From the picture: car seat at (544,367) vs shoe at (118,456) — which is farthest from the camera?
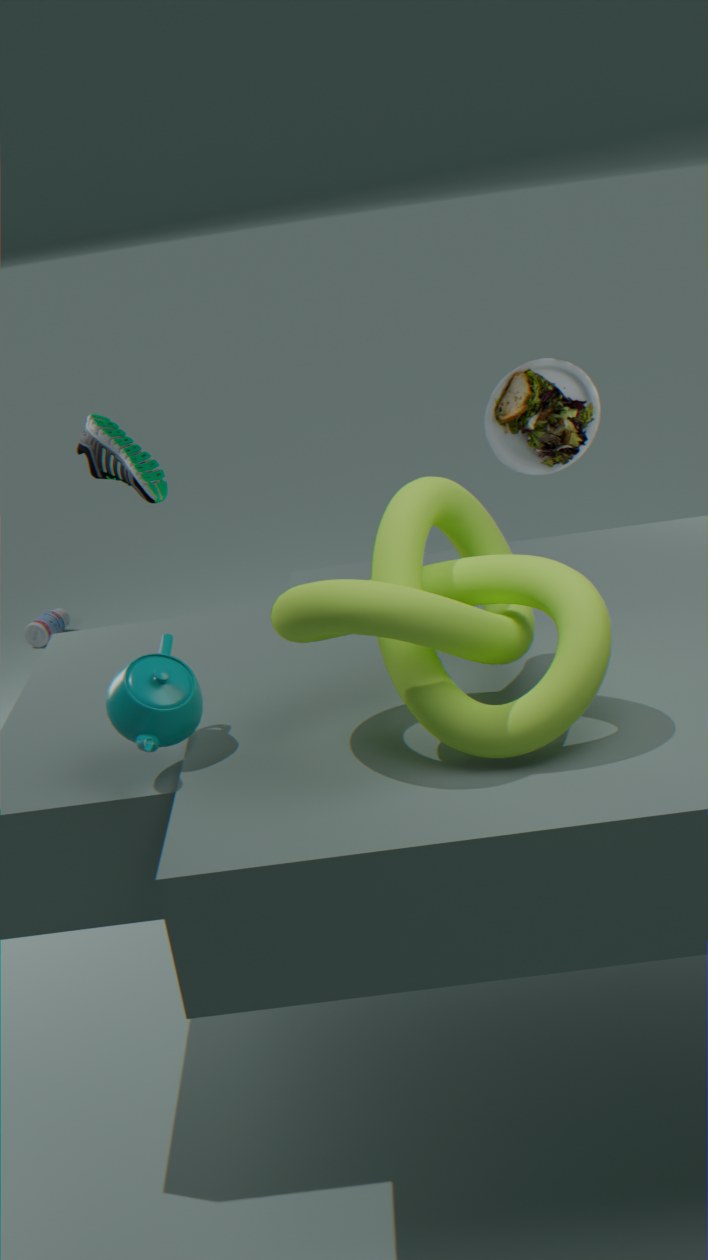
car seat at (544,367)
